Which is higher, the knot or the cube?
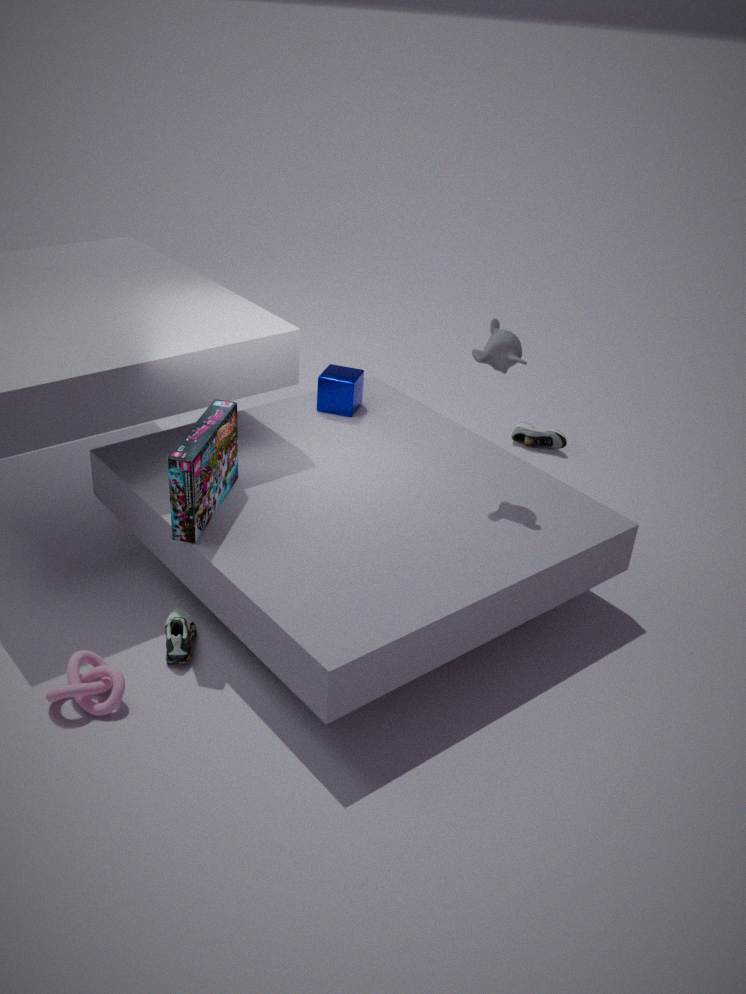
the cube
